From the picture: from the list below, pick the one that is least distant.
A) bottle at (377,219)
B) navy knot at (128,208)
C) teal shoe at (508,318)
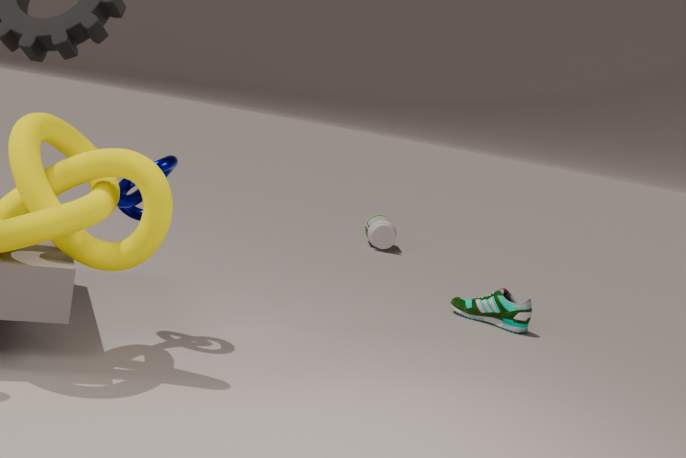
navy knot at (128,208)
